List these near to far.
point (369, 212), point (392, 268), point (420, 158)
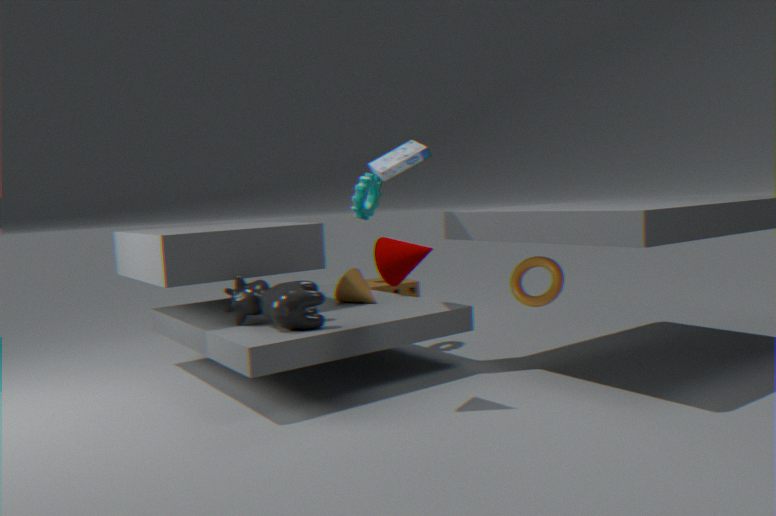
1. point (392, 268)
2. point (420, 158)
3. point (369, 212)
